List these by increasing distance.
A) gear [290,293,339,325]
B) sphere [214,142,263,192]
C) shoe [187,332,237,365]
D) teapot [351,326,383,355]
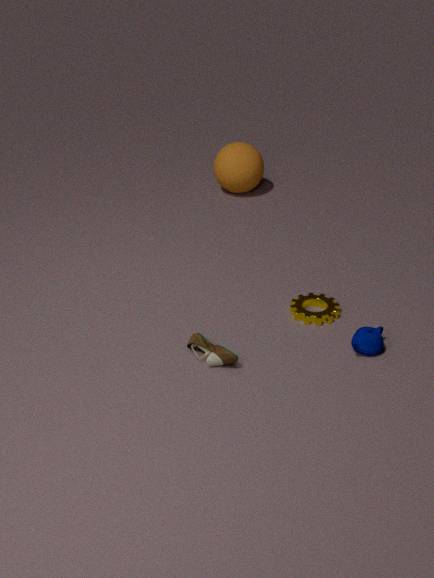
shoe [187,332,237,365] < teapot [351,326,383,355] < gear [290,293,339,325] < sphere [214,142,263,192]
